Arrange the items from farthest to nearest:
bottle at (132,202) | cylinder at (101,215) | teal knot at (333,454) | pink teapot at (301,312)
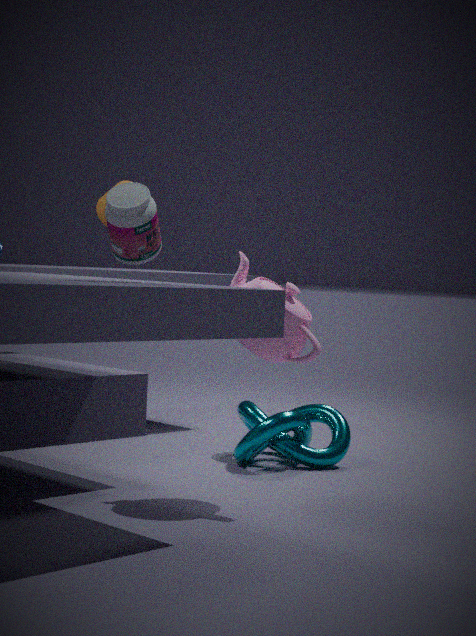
cylinder at (101,215) → teal knot at (333,454) → pink teapot at (301,312) → bottle at (132,202)
